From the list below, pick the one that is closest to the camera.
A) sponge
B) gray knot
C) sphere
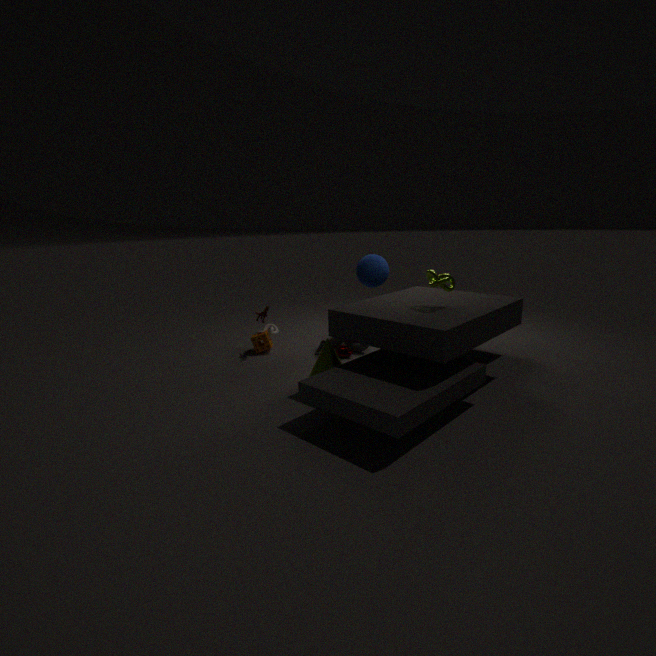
sphere
